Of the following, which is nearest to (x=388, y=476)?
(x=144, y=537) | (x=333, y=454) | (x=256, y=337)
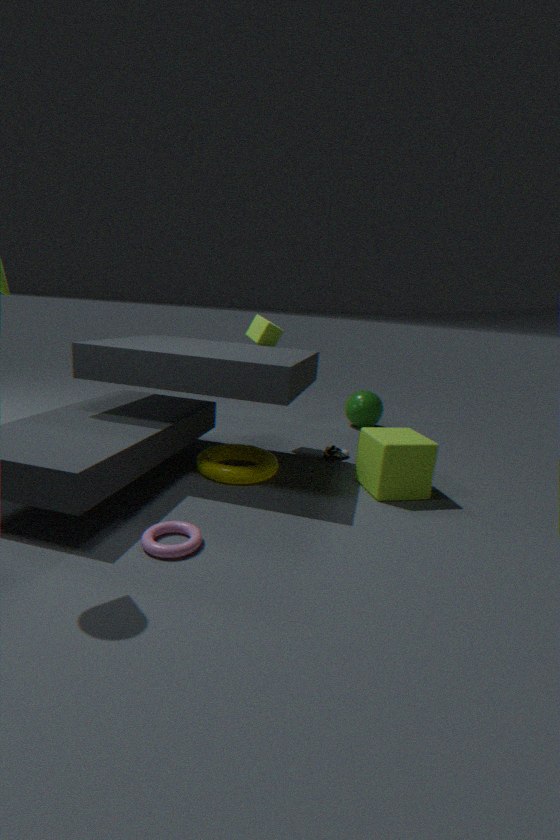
(x=333, y=454)
